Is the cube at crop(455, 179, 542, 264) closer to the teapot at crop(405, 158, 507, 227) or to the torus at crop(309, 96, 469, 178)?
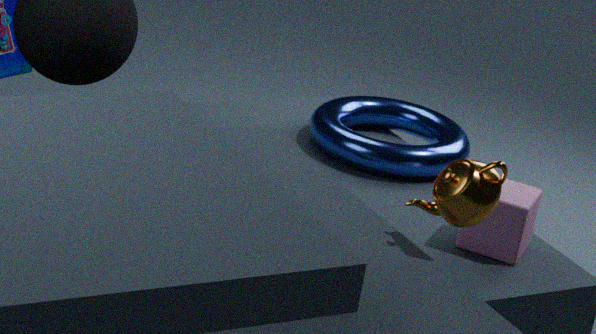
the torus at crop(309, 96, 469, 178)
